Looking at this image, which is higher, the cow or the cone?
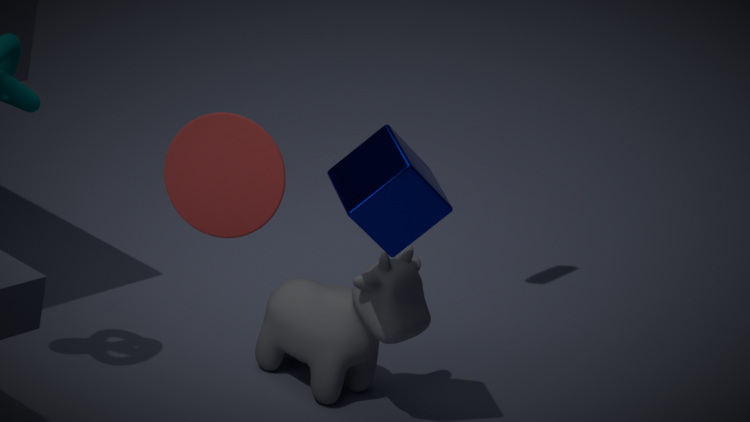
the cone
